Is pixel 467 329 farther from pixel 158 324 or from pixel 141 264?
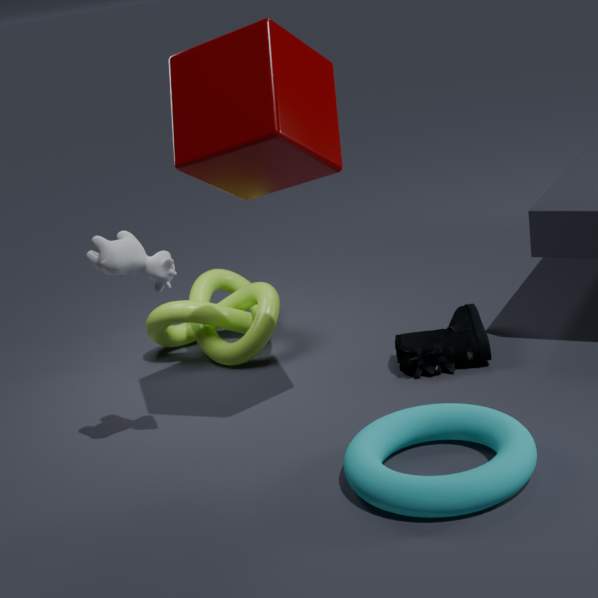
pixel 141 264
